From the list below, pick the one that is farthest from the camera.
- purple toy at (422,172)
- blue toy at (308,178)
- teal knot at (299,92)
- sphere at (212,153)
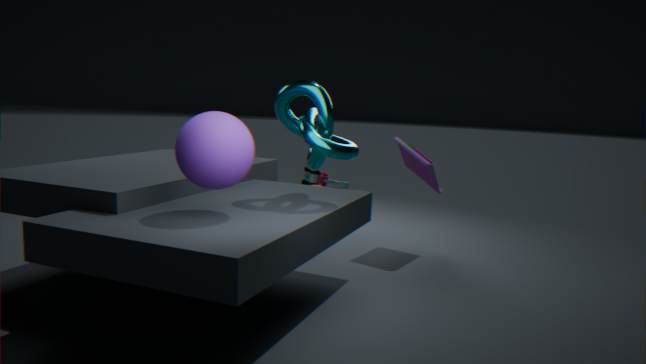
blue toy at (308,178)
